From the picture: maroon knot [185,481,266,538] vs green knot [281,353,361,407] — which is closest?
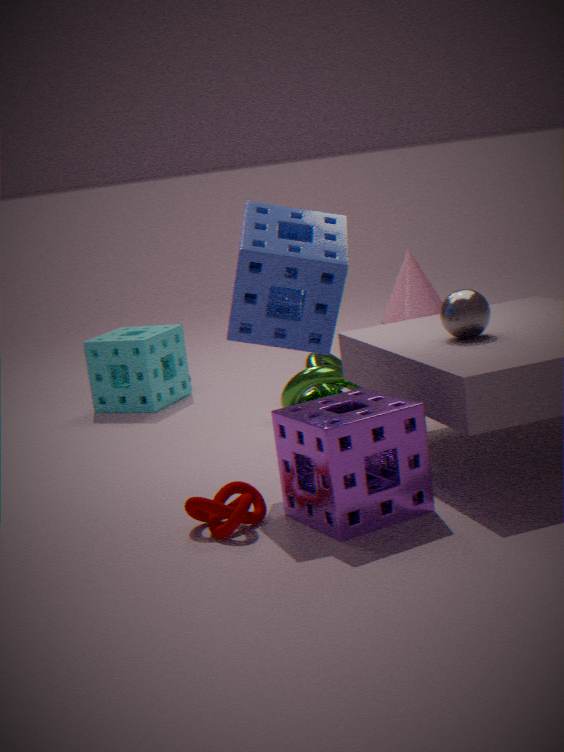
maroon knot [185,481,266,538]
